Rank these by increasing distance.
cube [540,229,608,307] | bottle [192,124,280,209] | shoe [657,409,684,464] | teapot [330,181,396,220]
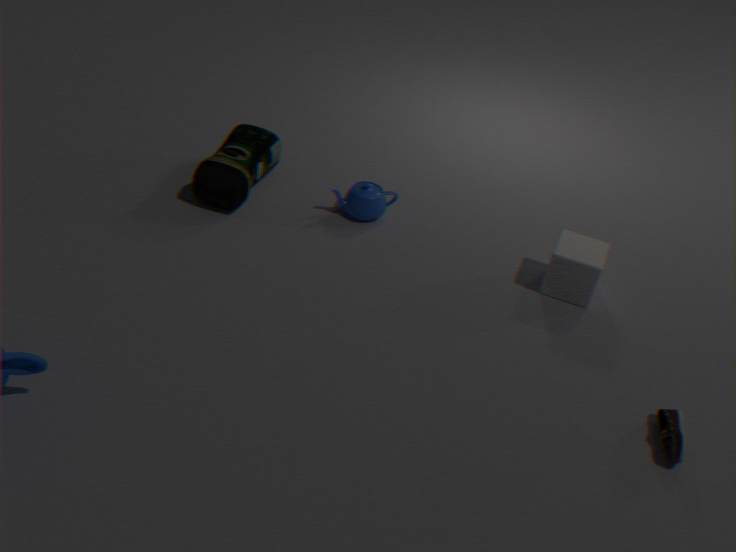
1. shoe [657,409,684,464]
2. cube [540,229,608,307]
3. bottle [192,124,280,209]
4. teapot [330,181,396,220]
